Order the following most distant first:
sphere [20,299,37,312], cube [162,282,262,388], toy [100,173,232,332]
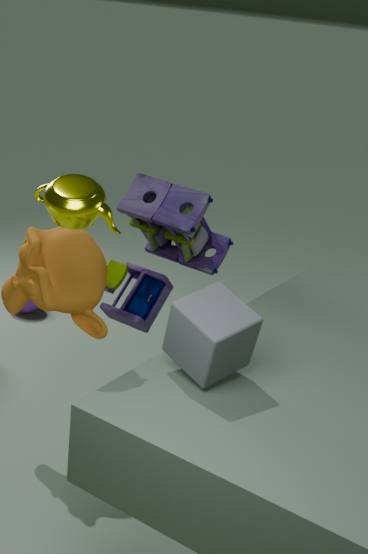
sphere [20,299,37,312] → toy [100,173,232,332] → cube [162,282,262,388]
